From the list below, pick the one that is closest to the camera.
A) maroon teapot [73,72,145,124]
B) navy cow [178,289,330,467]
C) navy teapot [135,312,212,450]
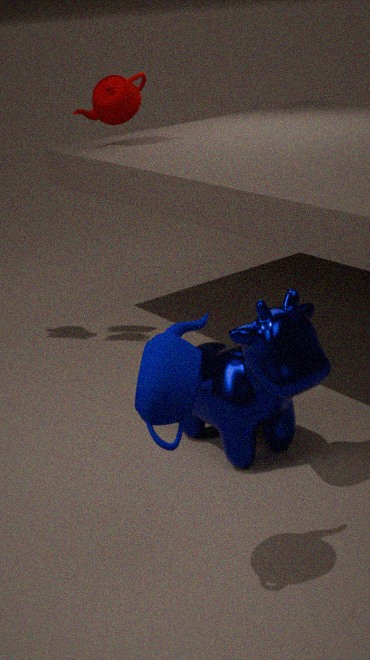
C. navy teapot [135,312,212,450]
